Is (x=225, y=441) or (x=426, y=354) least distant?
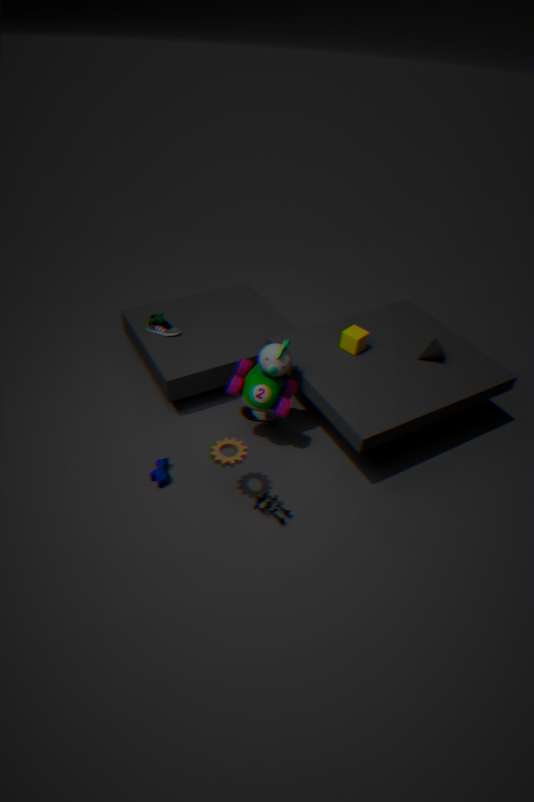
(x=225, y=441)
